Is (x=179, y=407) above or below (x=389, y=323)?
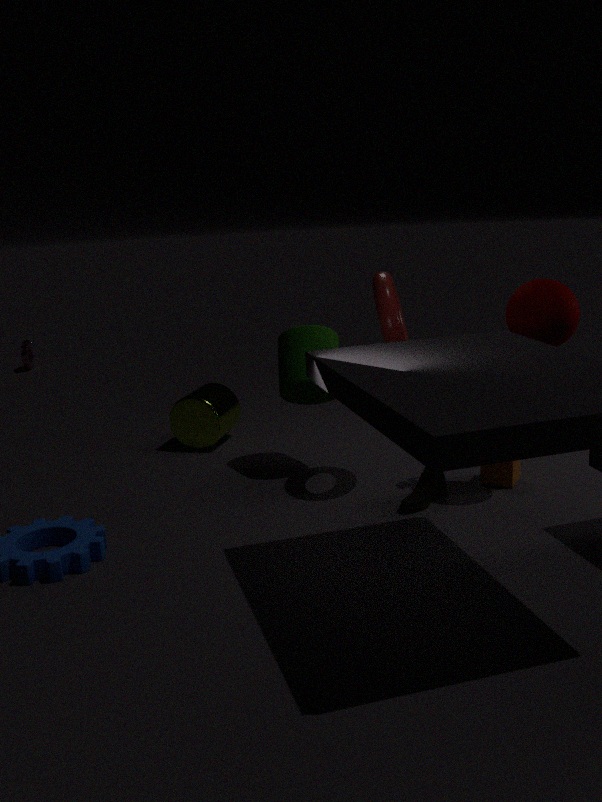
below
